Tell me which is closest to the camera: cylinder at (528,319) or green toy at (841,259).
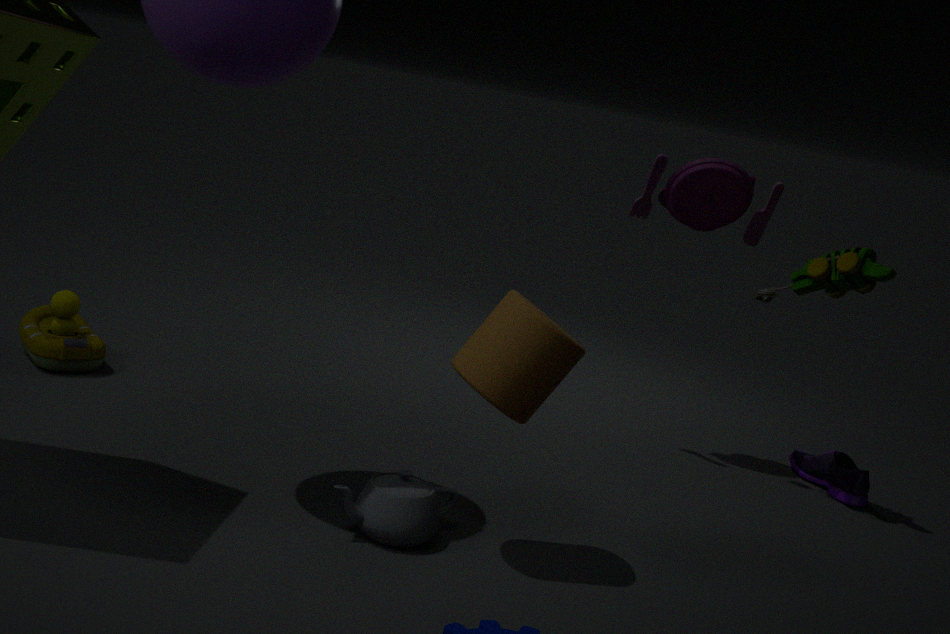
cylinder at (528,319)
